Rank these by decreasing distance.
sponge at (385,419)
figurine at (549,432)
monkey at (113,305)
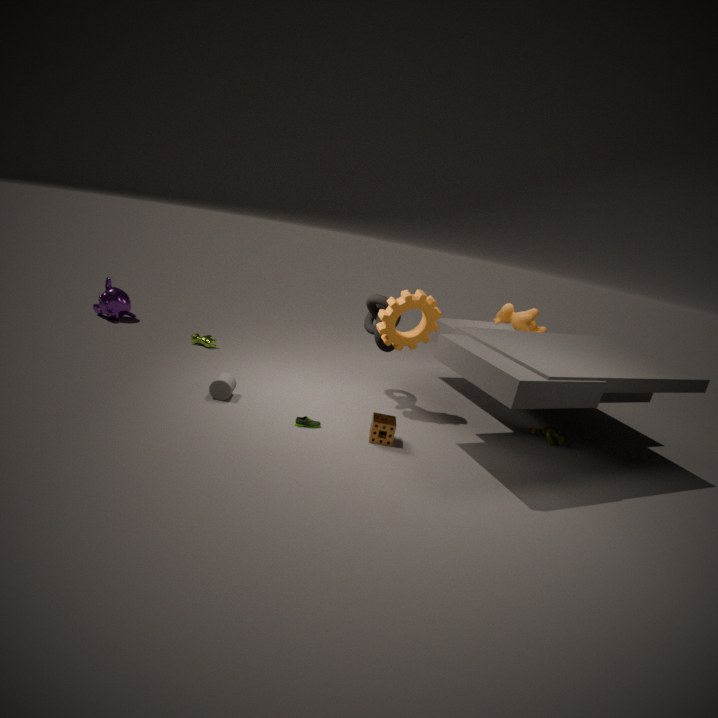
1. monkey at (113,305)
2. figurine at (549,432)
3. sponge at (385,419)
